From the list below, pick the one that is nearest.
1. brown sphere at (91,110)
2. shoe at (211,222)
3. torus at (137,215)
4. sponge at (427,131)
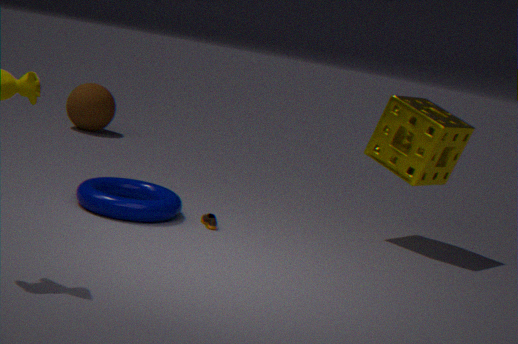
torus at (137,215)
